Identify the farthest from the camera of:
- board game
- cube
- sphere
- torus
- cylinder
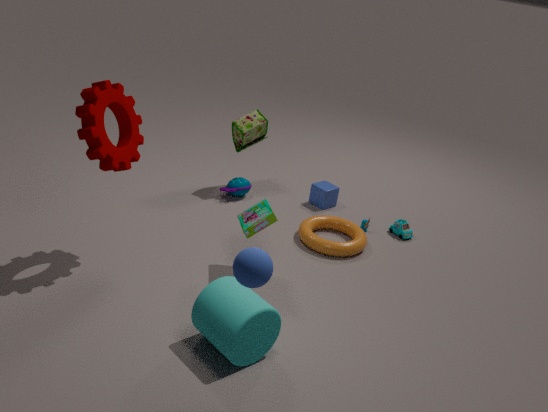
cube
